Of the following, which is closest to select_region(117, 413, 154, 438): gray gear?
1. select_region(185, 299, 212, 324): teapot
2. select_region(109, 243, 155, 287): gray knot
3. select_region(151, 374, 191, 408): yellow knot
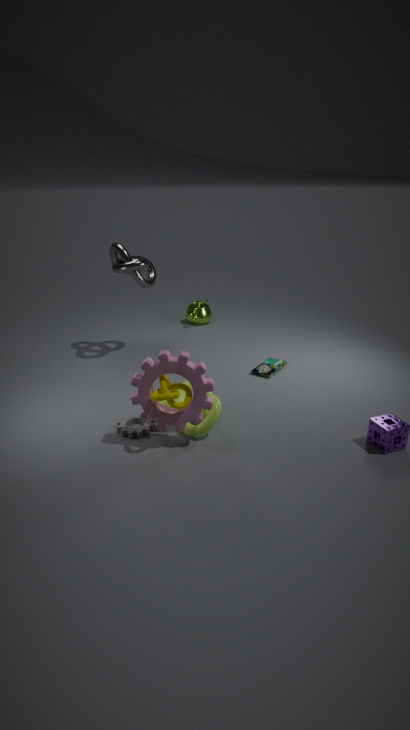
select_region(151, 374, 191, 408): yellow knot
